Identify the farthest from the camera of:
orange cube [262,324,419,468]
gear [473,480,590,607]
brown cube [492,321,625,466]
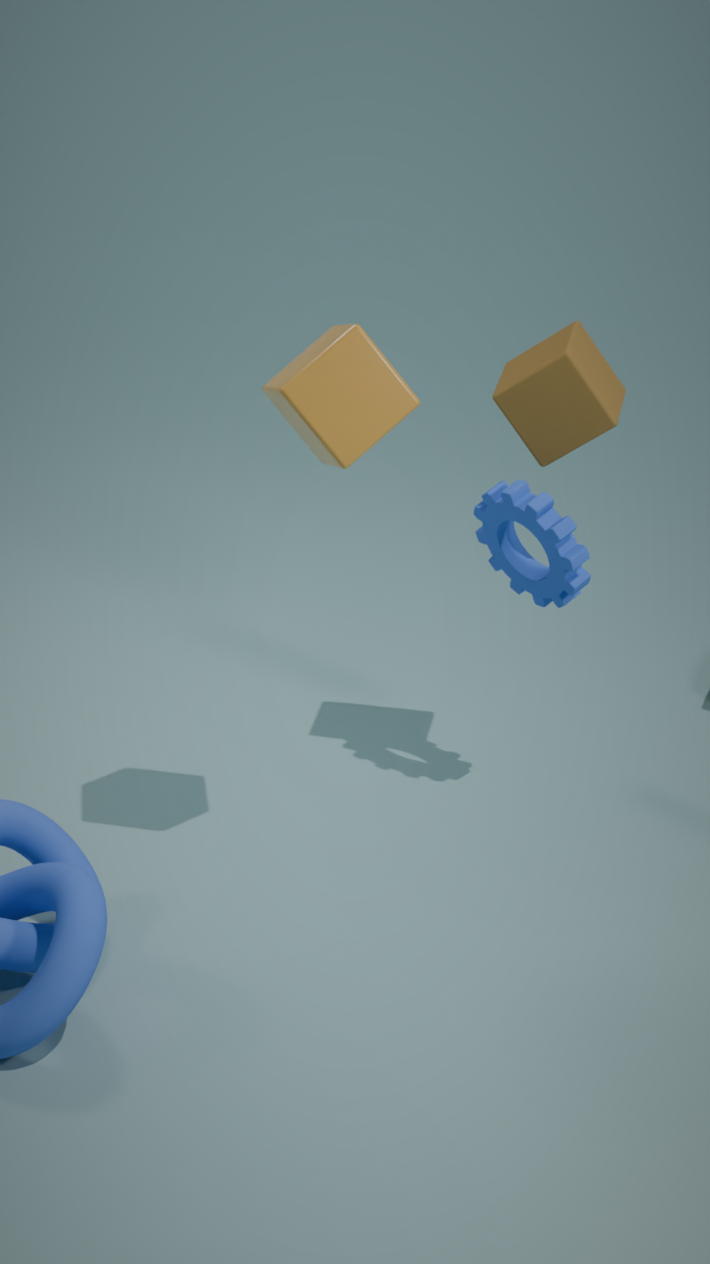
gear [473,480,590,607]
